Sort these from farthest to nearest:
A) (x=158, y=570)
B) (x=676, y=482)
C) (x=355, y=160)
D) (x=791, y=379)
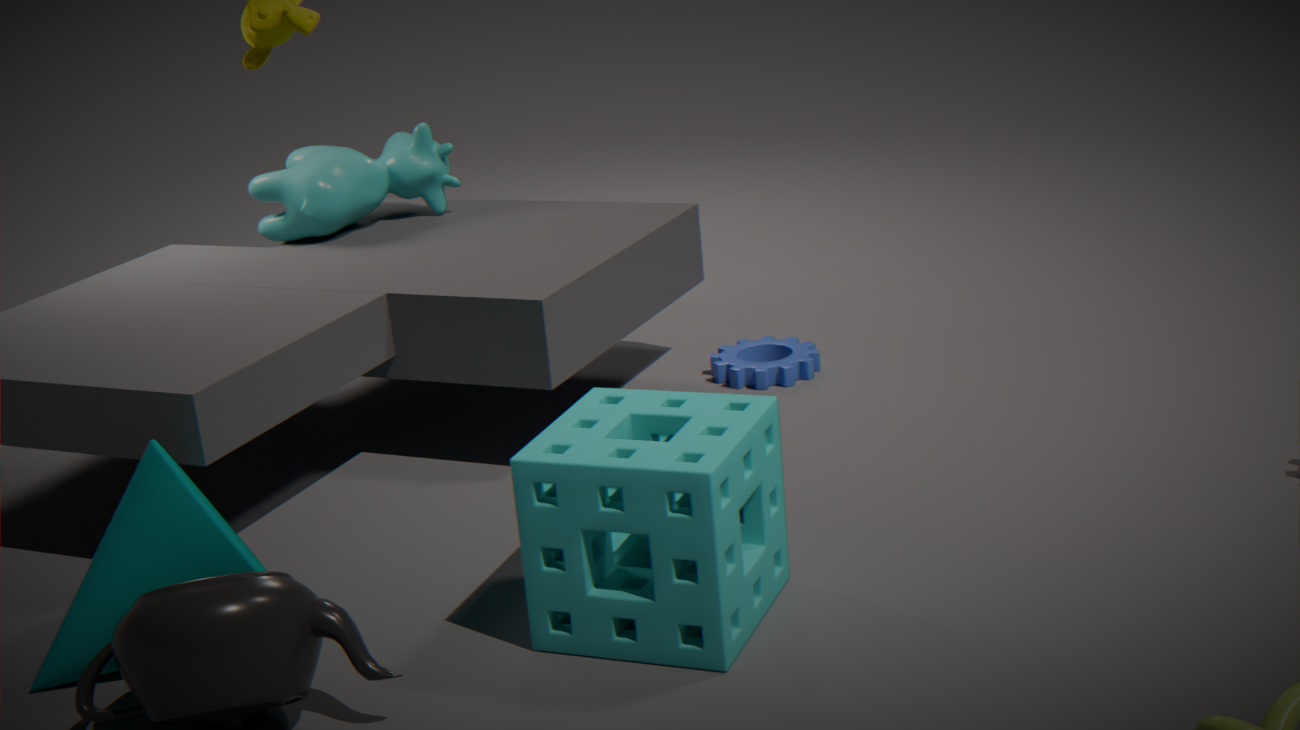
1. (x=355, y=160)
2. (x=791, y=379)
3. (x=158, y=570)
4. (x=676, y=482)
